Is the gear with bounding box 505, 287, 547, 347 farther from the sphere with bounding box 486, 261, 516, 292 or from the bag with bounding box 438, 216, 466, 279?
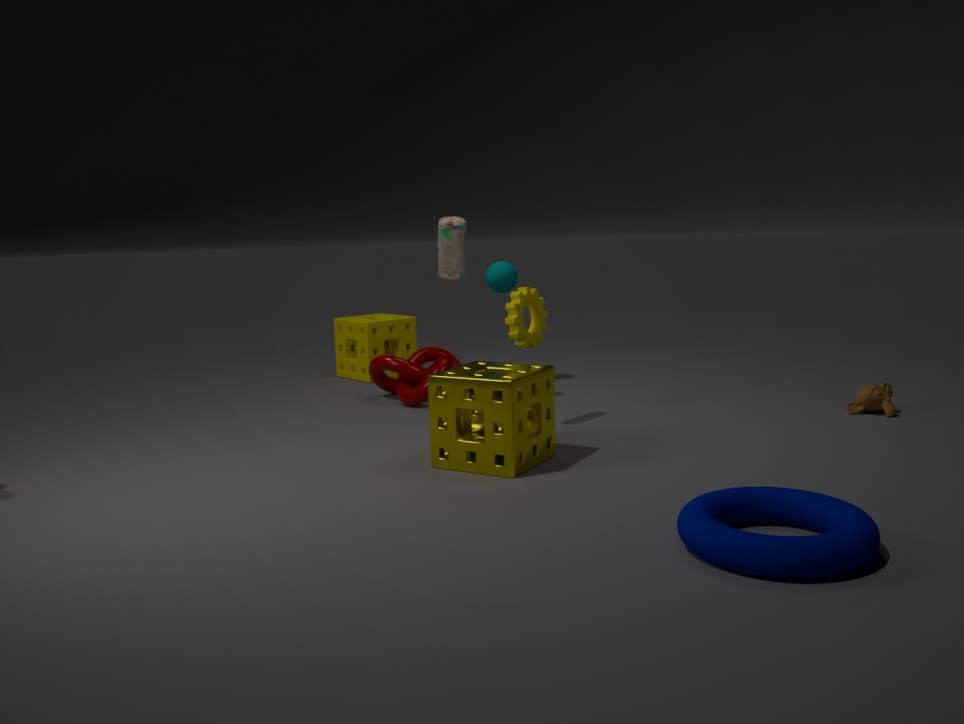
the sphere with bounding box 486, 261, 516, 292
